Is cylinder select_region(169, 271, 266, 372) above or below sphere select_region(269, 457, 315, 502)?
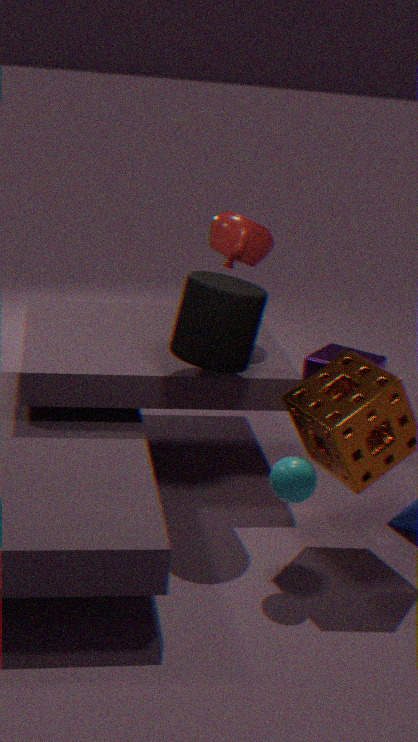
above
